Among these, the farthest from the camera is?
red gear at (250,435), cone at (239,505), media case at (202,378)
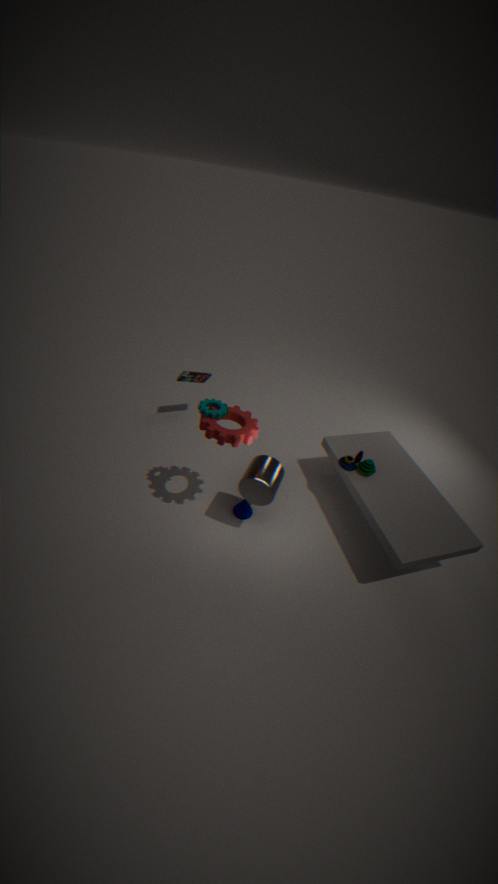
media case at (202,378)
